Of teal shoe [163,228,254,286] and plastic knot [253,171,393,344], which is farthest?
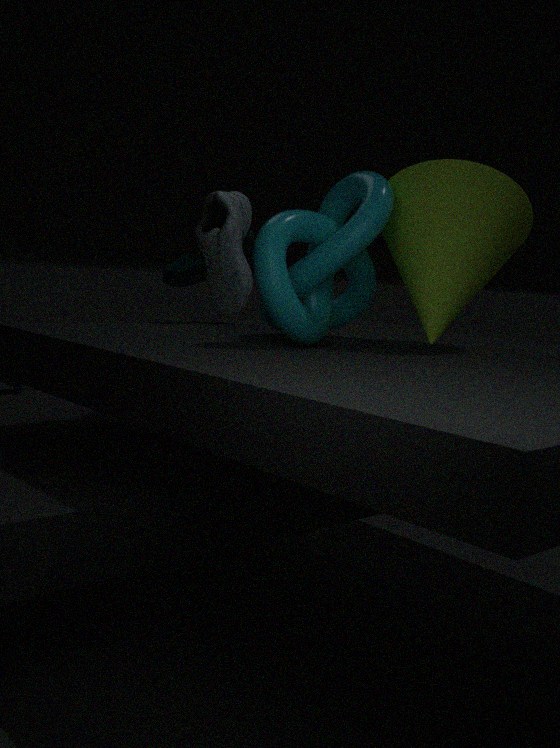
teal shoe [163,228,254,286]
